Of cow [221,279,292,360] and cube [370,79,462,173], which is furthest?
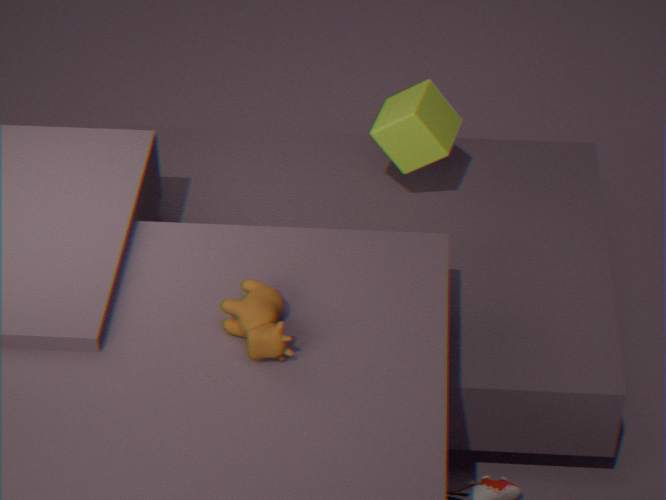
cube [370,79,462,173]
